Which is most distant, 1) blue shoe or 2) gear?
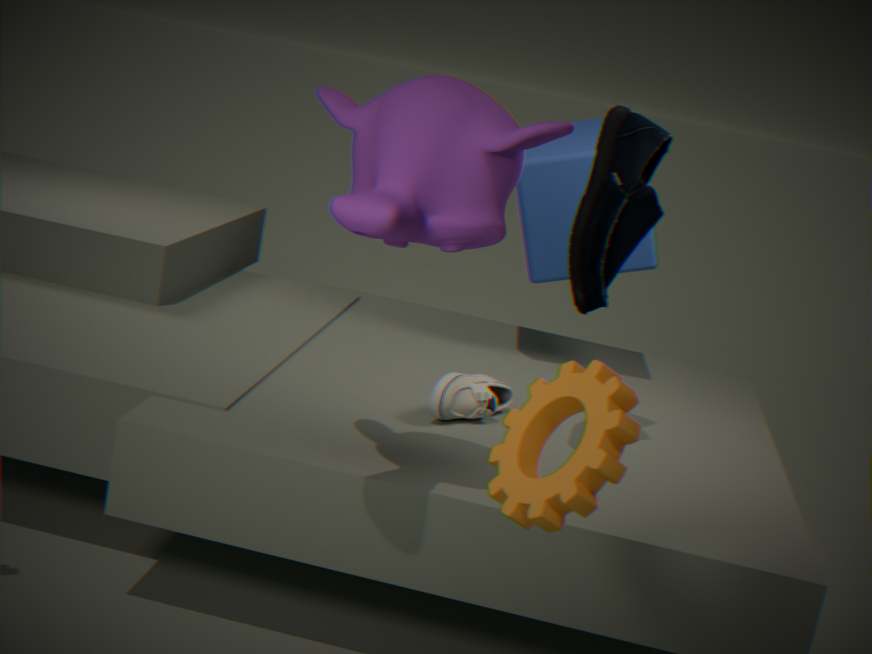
1. blue shoe
